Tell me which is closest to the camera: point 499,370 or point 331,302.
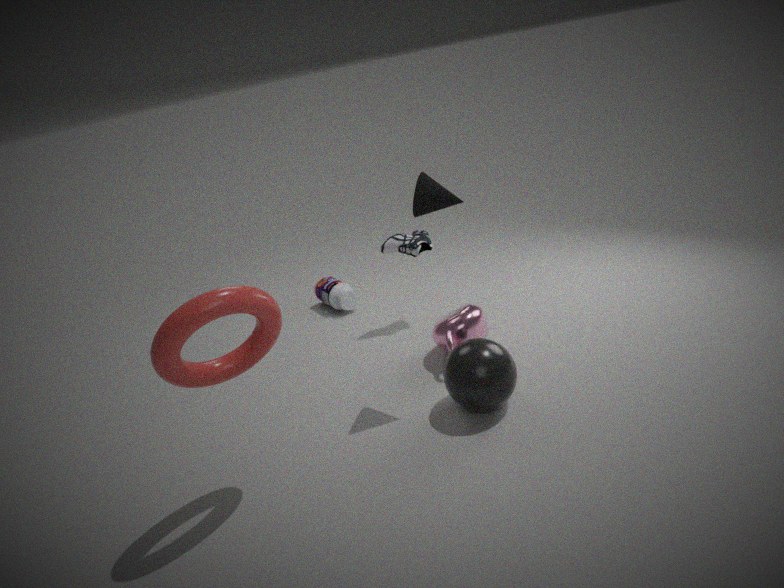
point 499,370
